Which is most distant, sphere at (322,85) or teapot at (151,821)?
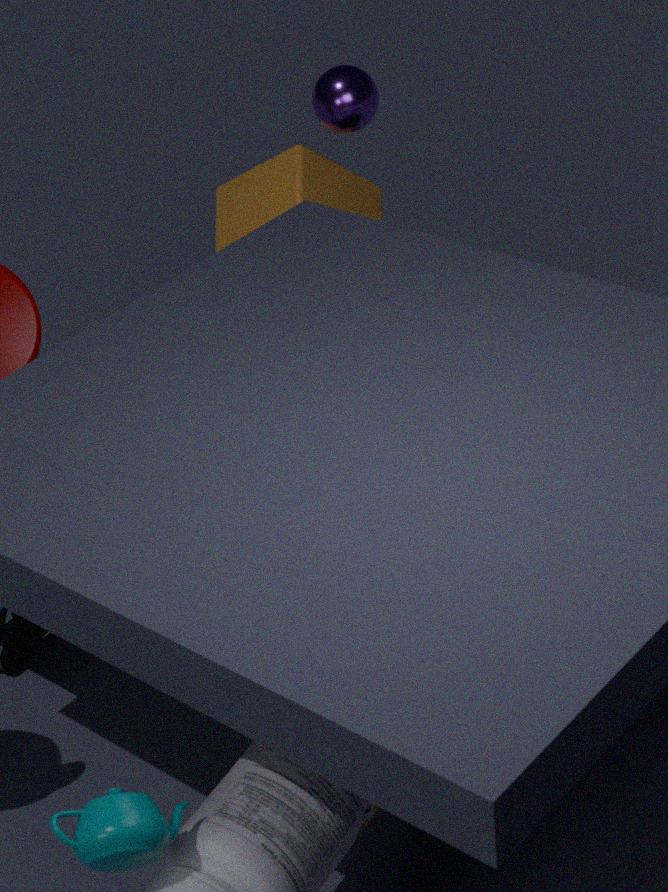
sphere at (322,85)
